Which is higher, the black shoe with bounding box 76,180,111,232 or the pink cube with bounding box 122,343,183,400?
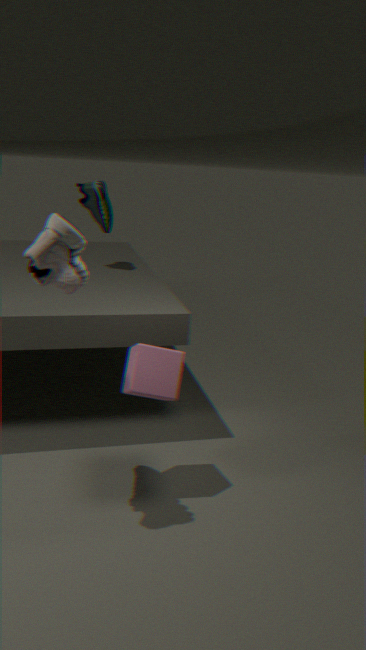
Result: the black shoe with bounding box 76,180,111,232
